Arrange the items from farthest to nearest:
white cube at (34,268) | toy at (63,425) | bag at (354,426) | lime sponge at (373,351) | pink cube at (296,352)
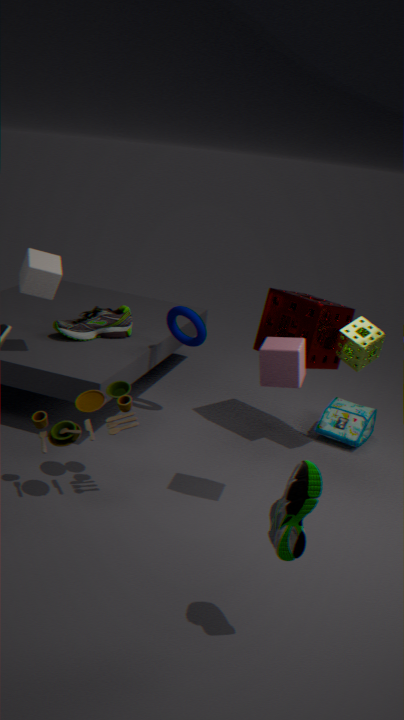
bag at (354,426) → lime sponge at (373,351) → white cube at (34,268) → toy at (63,425) → pink cube at (296,352)
